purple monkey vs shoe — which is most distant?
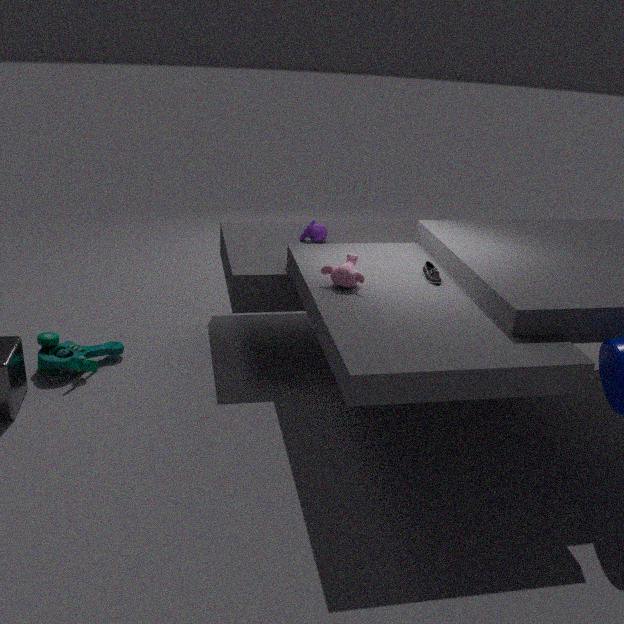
purple monkey
